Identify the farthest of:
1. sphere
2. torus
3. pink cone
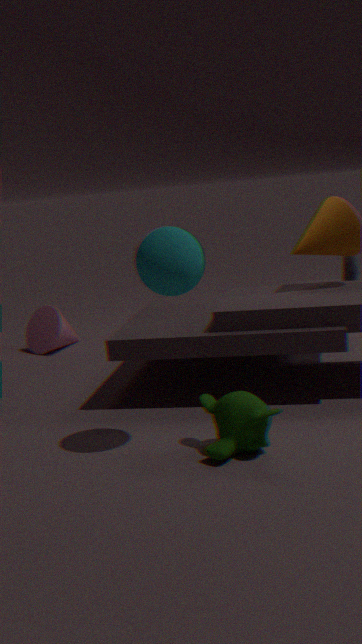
pink cone
